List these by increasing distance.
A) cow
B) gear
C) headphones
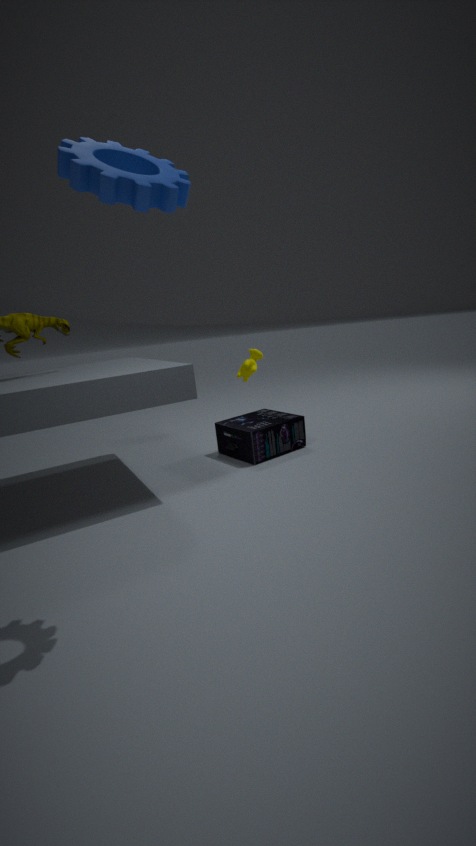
gear, headphones, cow
